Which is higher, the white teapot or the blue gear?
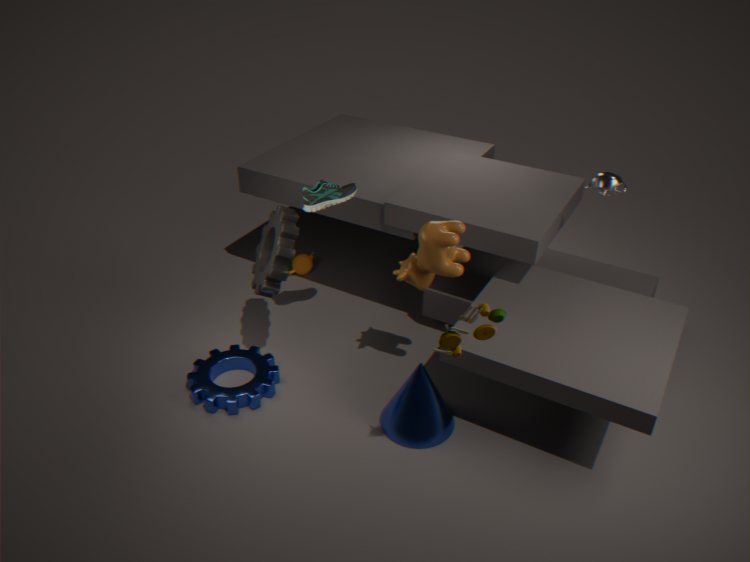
the white teapot
